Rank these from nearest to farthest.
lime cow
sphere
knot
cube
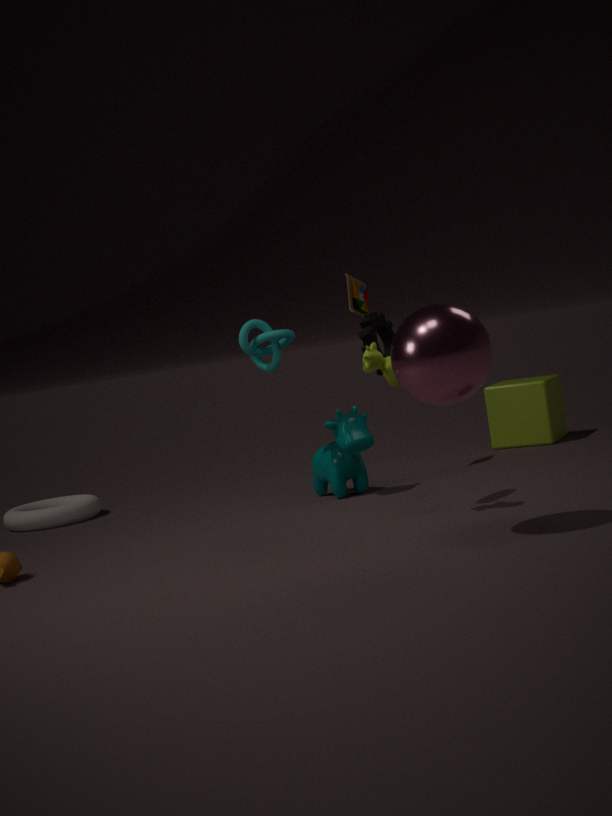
1. sphere
2. lime cow
3. knot
4. cube
